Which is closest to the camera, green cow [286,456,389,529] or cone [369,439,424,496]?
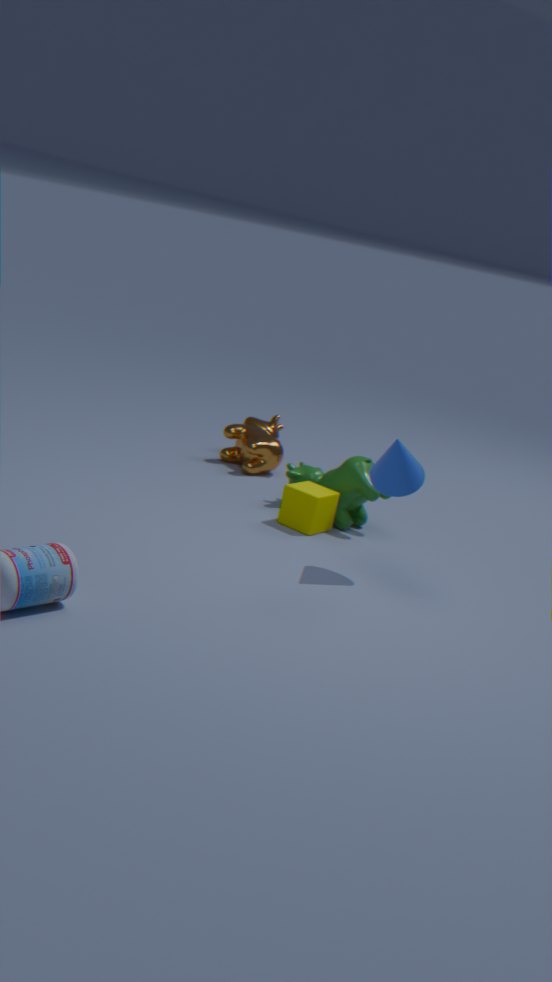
cone [369,439,424,496]
